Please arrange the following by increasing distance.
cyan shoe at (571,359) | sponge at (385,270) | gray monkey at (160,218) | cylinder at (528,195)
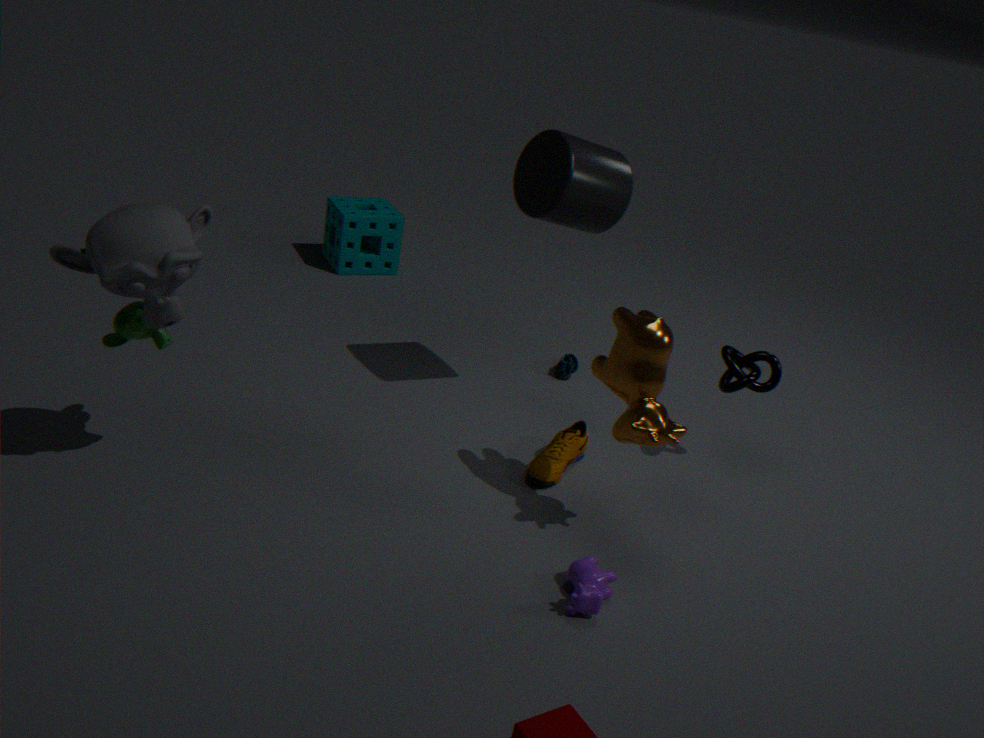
gray monkey at (160,218) → cylinder at (528,195) → cyan shoe at (571,359) → sponge at (385,270)
